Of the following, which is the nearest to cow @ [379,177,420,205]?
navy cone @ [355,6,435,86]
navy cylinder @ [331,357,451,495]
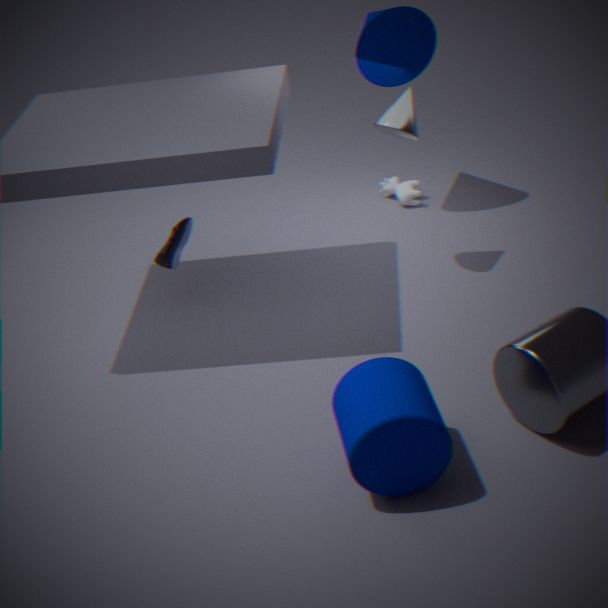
navy cone @ [355,6,435,86]
